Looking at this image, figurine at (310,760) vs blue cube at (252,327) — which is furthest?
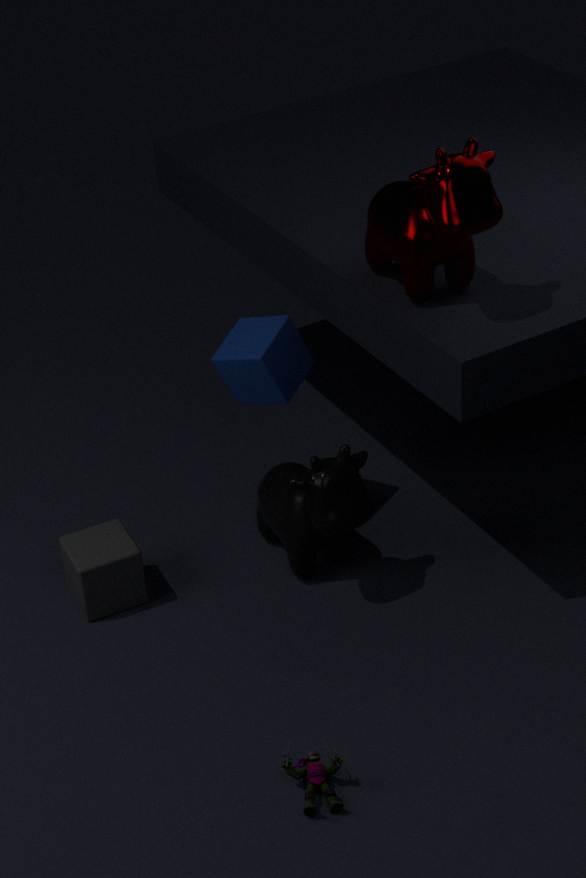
blue cube at (252,327)
